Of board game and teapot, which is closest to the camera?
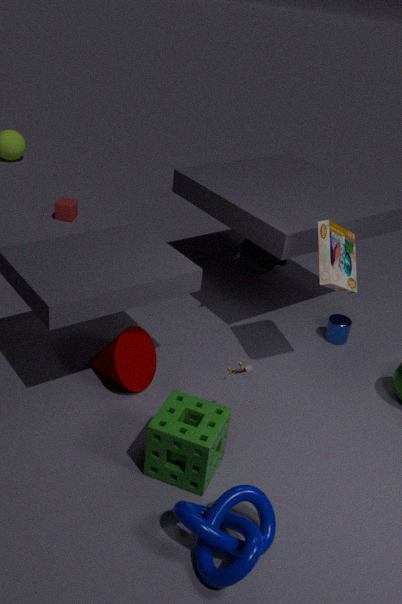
board game
